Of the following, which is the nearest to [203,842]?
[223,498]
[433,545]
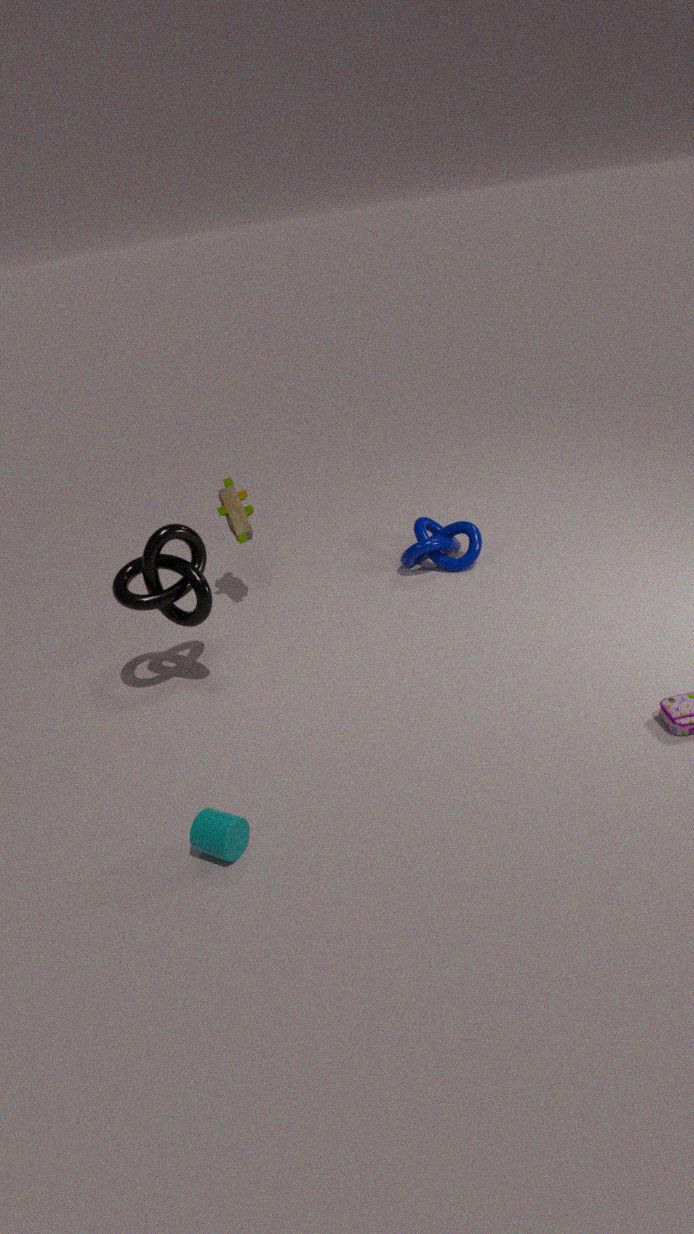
[223,498]
